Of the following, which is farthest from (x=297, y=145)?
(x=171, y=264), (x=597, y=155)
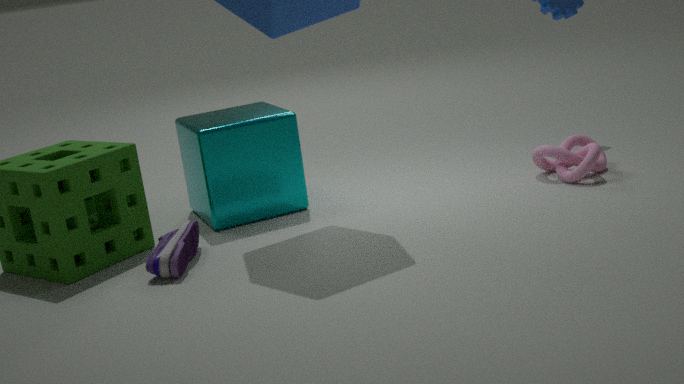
(x=597, y=155)
